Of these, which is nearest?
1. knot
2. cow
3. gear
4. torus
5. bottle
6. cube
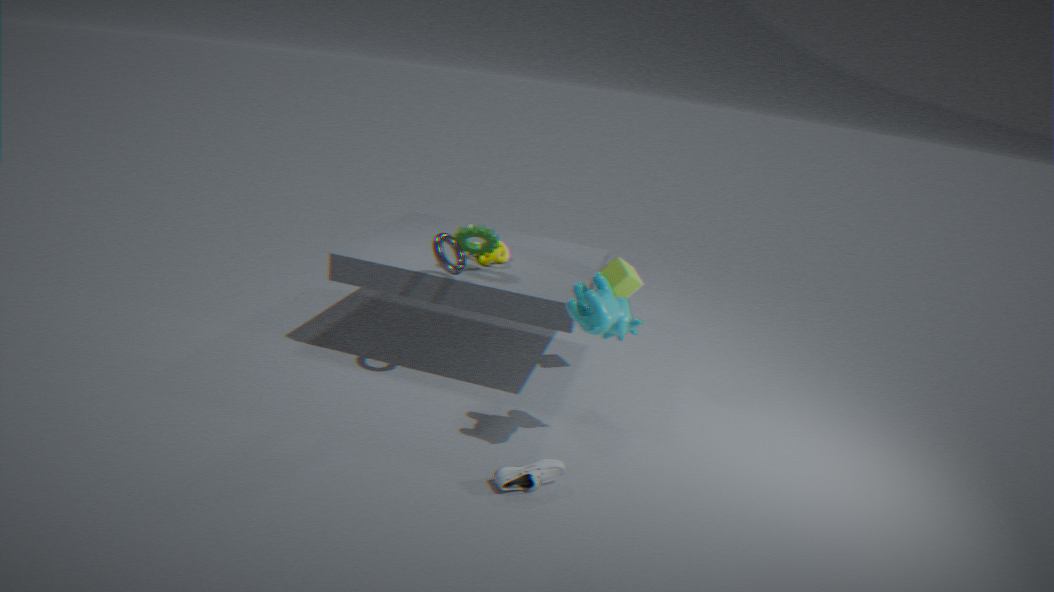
cow
